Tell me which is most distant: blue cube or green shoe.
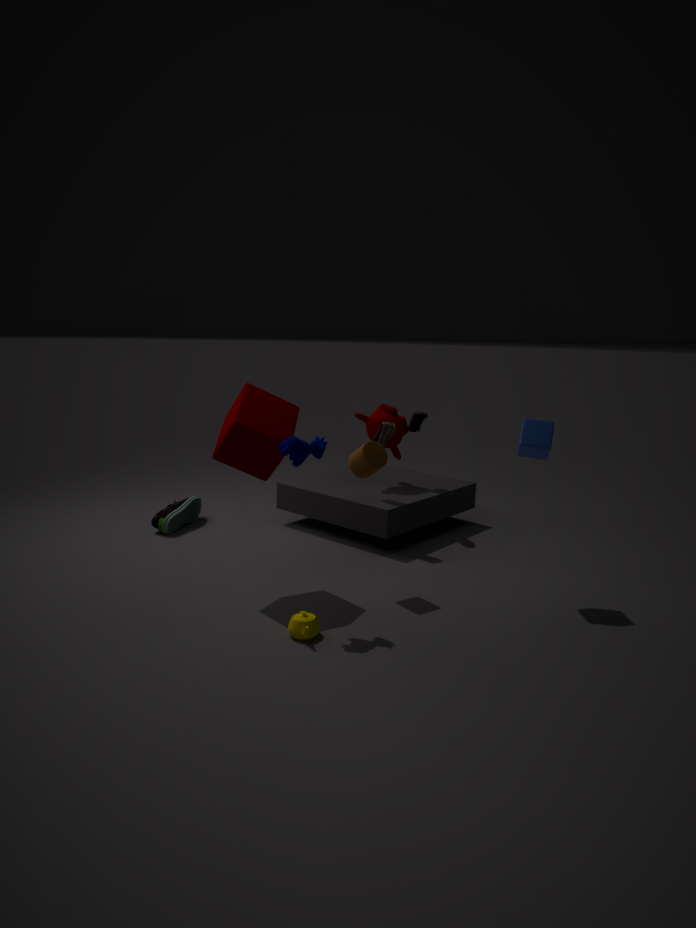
green shoe
